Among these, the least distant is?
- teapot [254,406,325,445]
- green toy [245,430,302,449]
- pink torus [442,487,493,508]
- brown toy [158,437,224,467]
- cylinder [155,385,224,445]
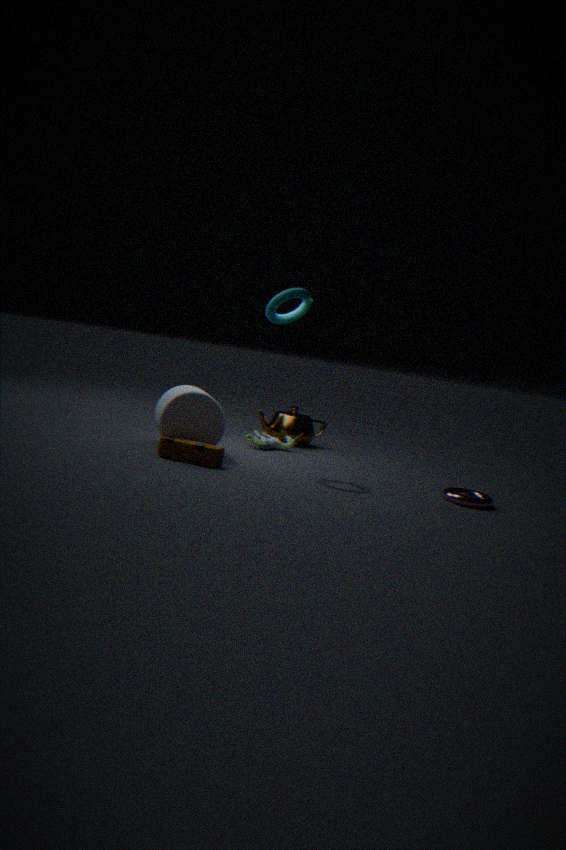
brown toy [158,437,224,467]
